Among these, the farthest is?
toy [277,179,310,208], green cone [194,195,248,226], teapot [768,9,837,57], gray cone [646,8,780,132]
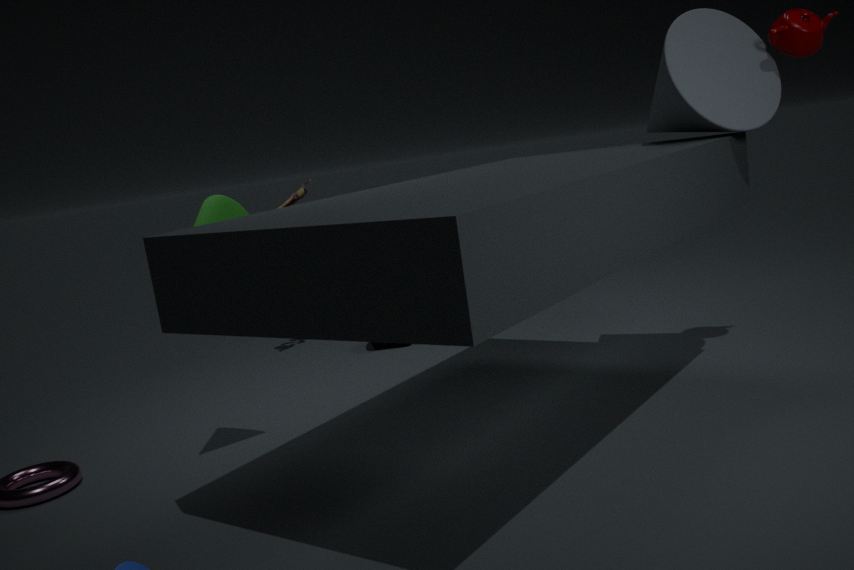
toy [277,179,310,208]
